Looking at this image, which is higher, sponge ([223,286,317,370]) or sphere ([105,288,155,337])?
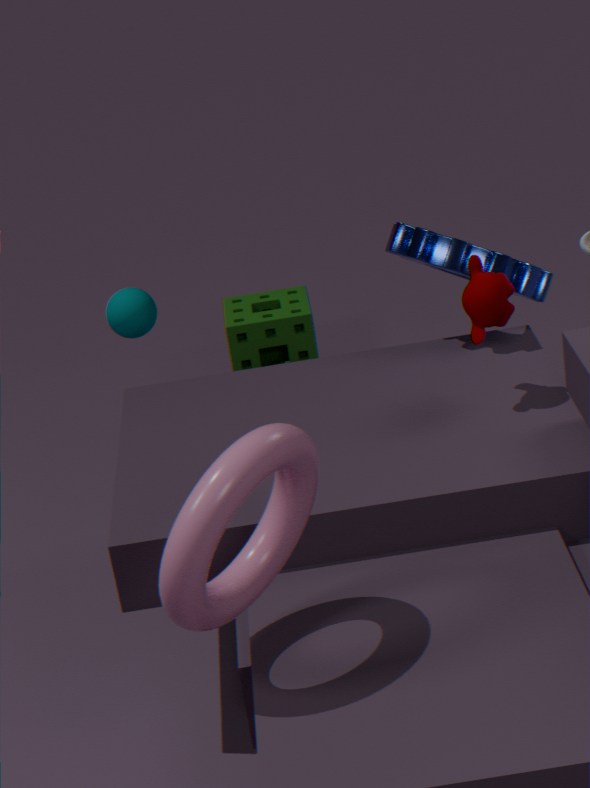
sphere ([105,288,155,337])
